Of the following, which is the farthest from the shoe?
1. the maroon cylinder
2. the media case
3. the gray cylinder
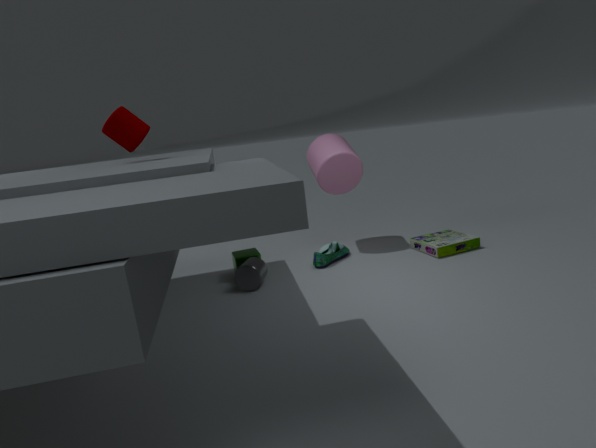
the maroon cylinder
